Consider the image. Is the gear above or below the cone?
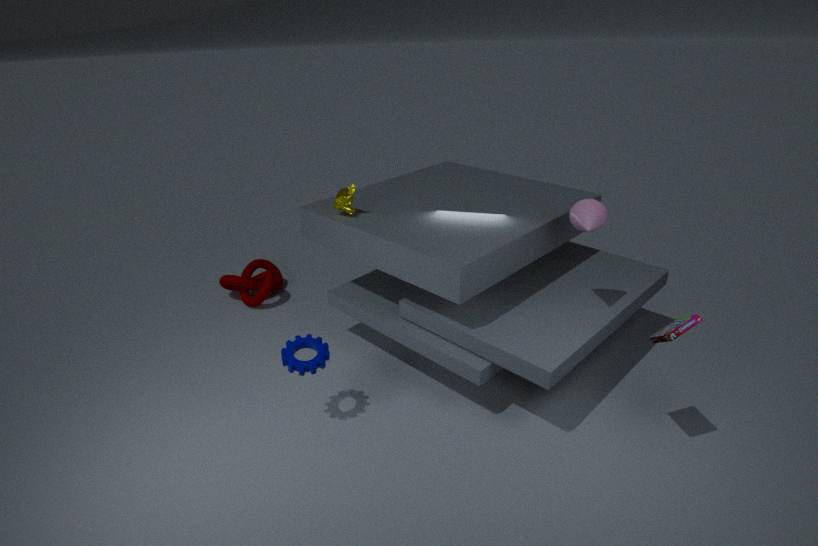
below
